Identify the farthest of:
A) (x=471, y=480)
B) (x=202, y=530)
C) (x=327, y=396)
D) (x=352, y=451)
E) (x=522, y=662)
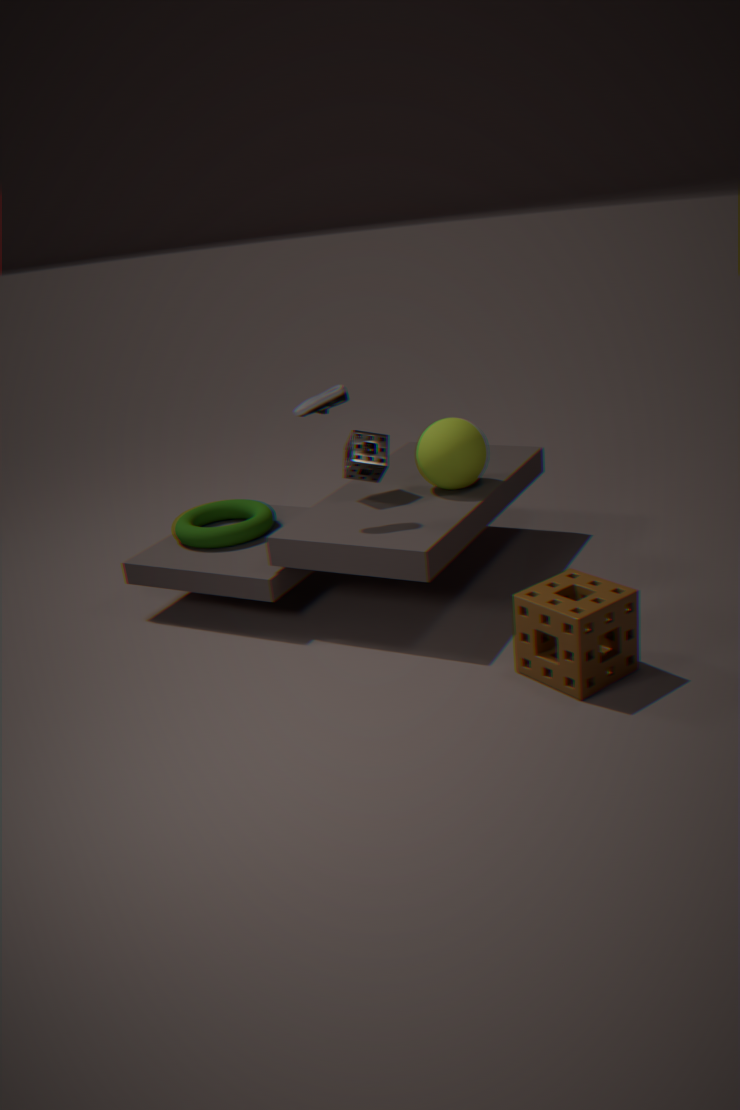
(x=202, y=530)
